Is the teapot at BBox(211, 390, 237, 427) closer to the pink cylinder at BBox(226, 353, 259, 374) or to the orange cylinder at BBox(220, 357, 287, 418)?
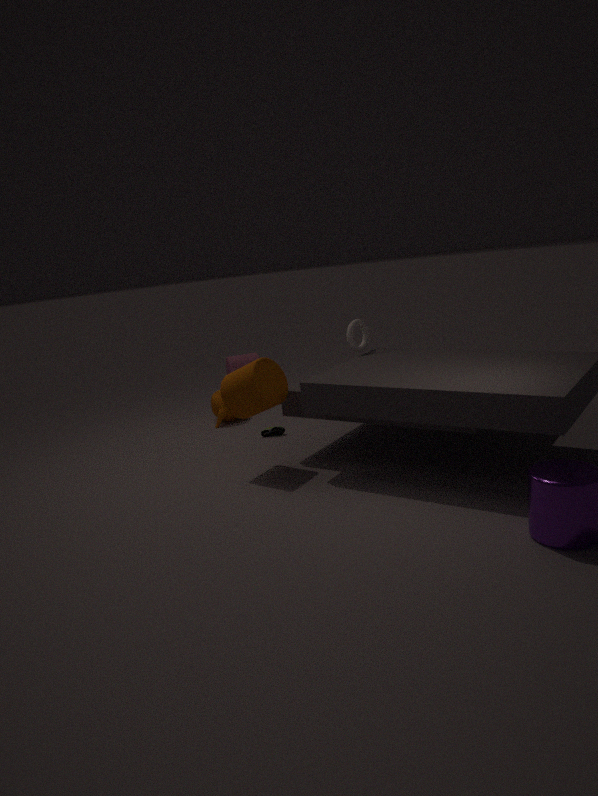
the pink cylinder at BBox(226, 353, 259, 374)
